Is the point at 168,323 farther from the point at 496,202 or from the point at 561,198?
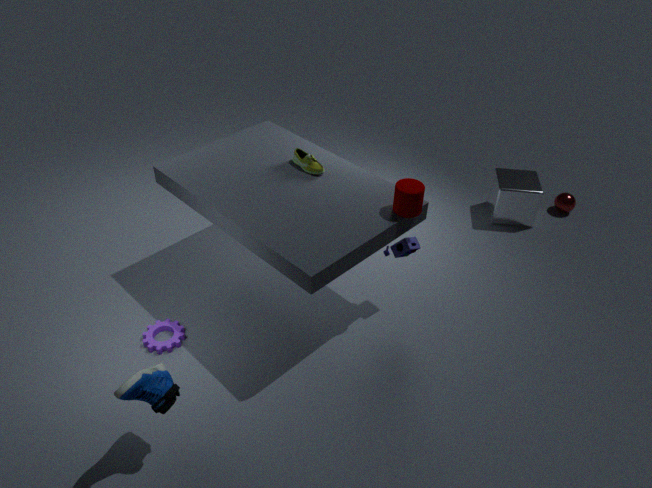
the point at 561,198
